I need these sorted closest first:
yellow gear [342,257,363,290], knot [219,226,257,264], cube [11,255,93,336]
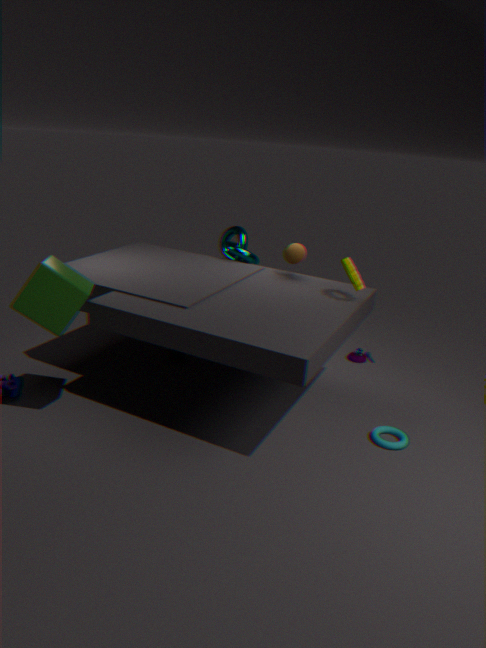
cube [11,255,93,336] → yellow gear [342,257,363,290] → knot [219,226,257,264]
